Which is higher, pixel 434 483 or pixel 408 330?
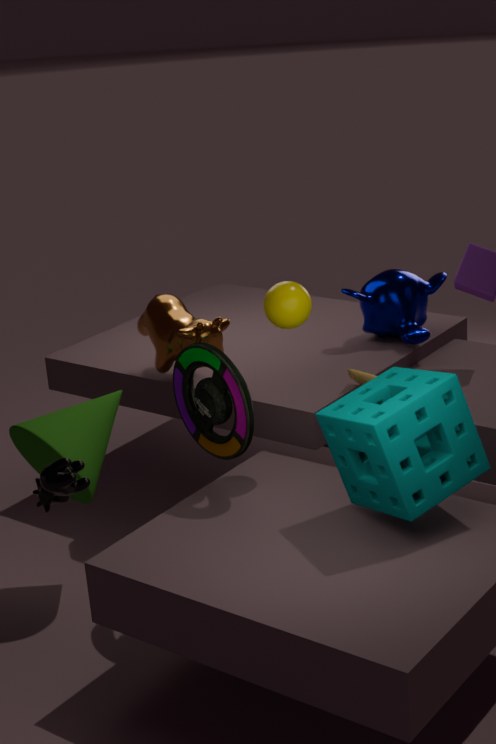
pixel 408 330
